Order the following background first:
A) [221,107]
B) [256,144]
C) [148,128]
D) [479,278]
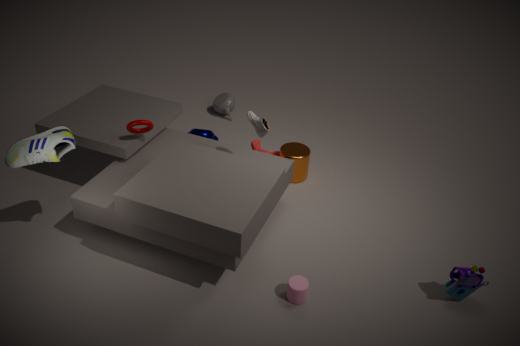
1. [221,107]
2. [256,144]
3. [148,128]
4. [479,278]
